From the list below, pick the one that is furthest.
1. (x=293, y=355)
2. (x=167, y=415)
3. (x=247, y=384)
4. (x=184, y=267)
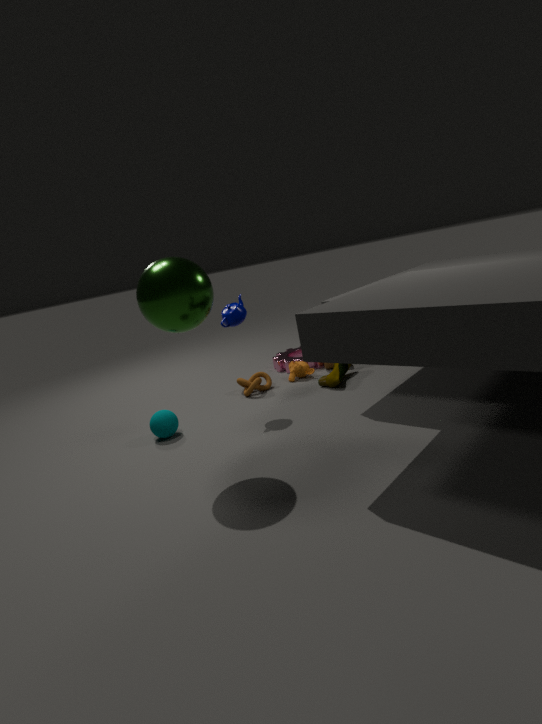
(x=293, y=355)
